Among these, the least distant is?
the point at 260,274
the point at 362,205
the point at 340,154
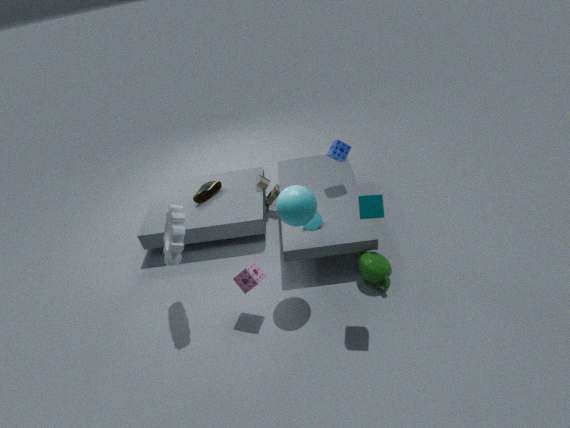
the point at 362,205
